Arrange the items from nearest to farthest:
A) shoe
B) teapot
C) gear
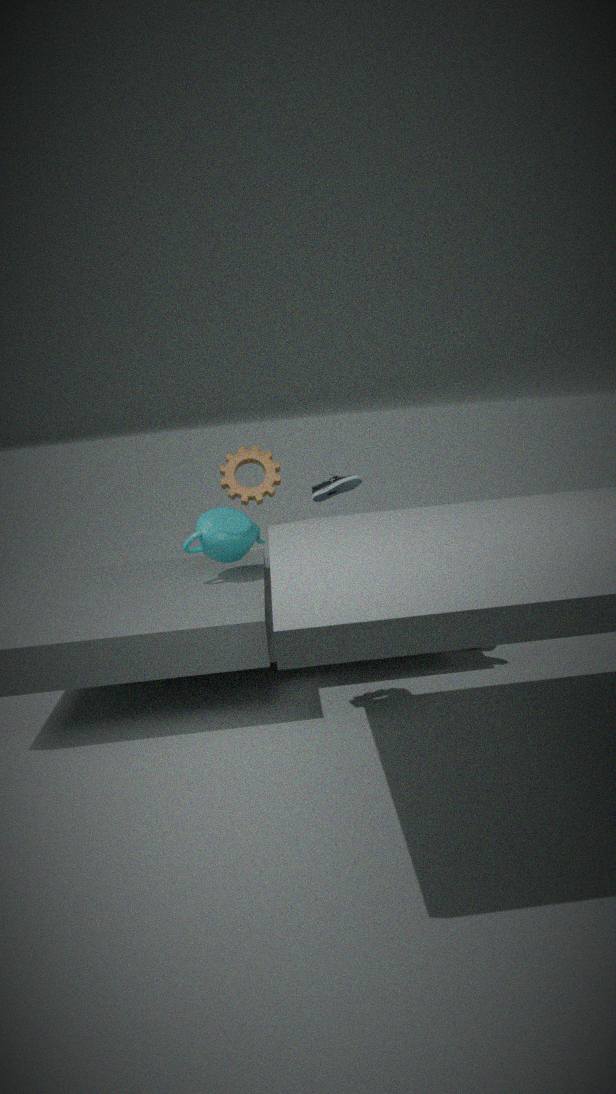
1. gear
2. teapot
3. shoe
